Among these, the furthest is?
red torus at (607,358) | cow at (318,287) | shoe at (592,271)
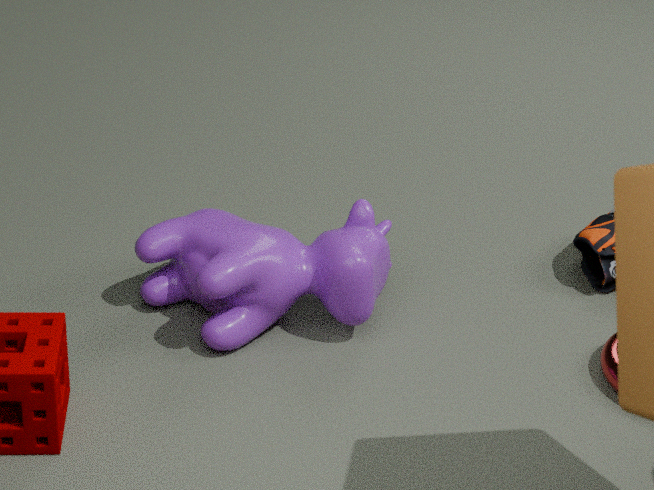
shoe at (592,271)
